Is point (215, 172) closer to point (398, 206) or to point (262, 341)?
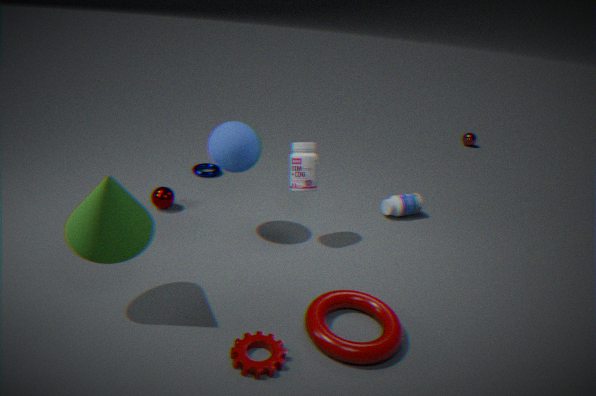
point (398, 206)
